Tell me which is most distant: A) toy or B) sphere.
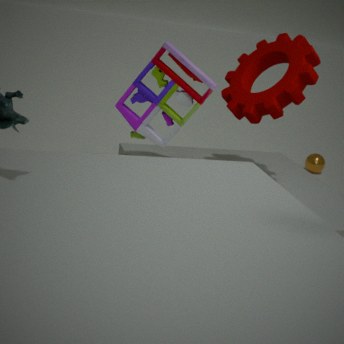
B. sphere
